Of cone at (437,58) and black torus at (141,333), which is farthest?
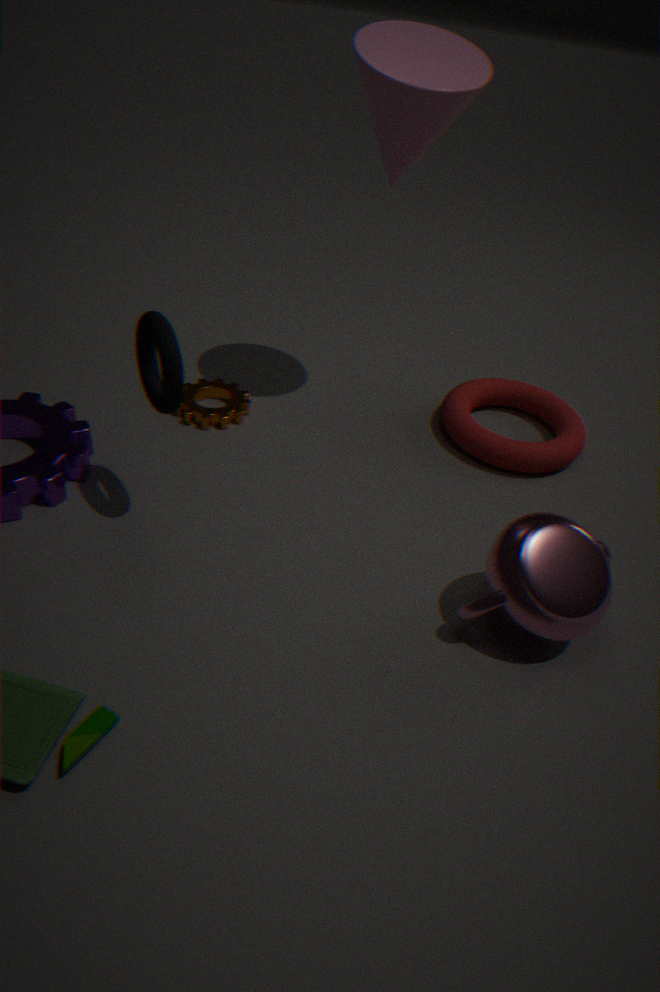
cone at (437,58)
